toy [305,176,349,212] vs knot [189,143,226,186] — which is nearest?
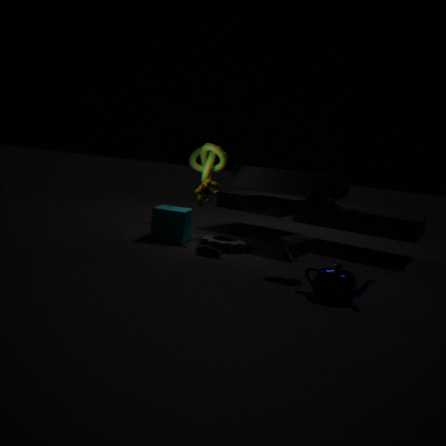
toy [305,176,349,212]
